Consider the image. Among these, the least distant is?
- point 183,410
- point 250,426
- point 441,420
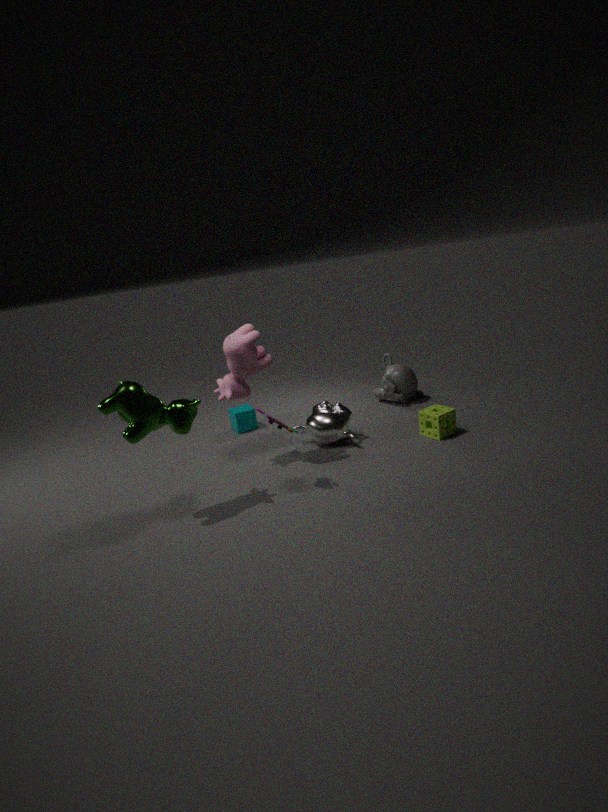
point 183,410
